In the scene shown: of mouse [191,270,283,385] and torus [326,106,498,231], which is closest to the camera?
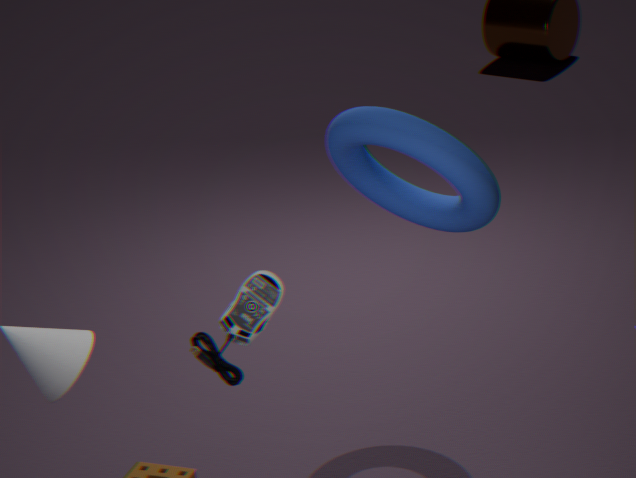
mouse [191,270,283,385]
